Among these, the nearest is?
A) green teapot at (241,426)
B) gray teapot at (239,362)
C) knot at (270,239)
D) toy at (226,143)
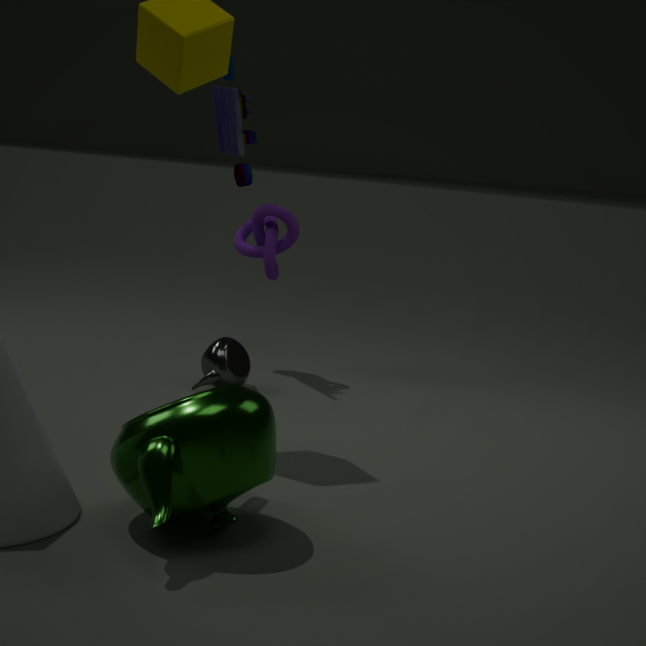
green teapot at (241,426)
